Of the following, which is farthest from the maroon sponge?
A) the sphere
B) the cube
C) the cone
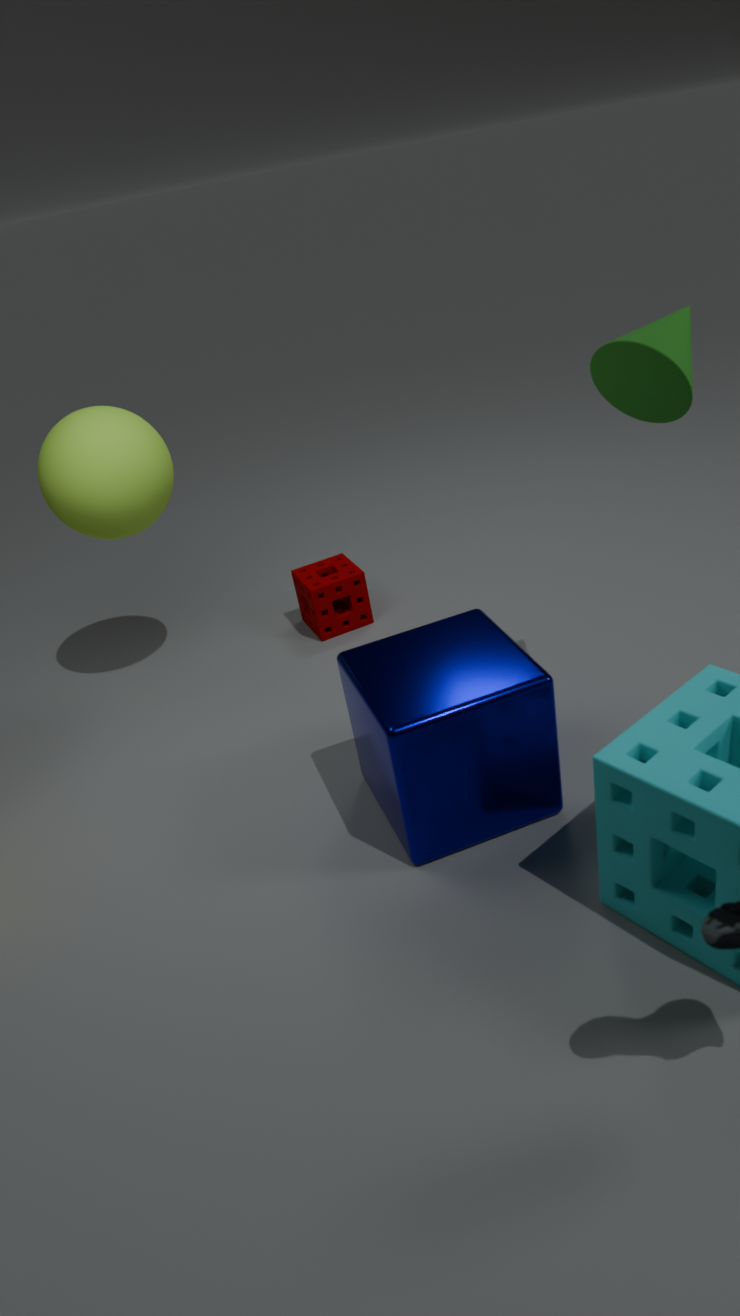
the cone
